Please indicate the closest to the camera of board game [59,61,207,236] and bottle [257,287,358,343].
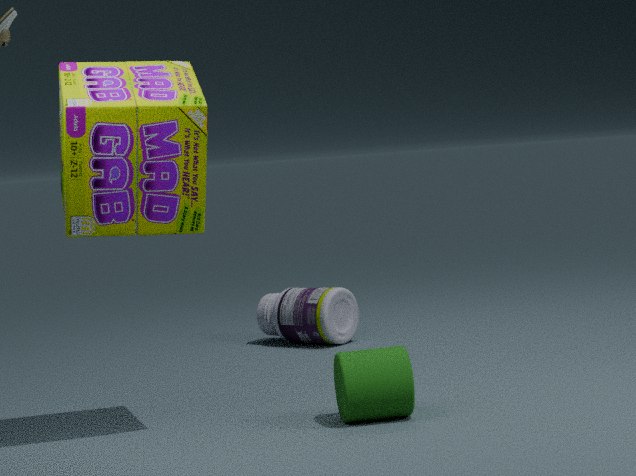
board game [59,61,207,236]
